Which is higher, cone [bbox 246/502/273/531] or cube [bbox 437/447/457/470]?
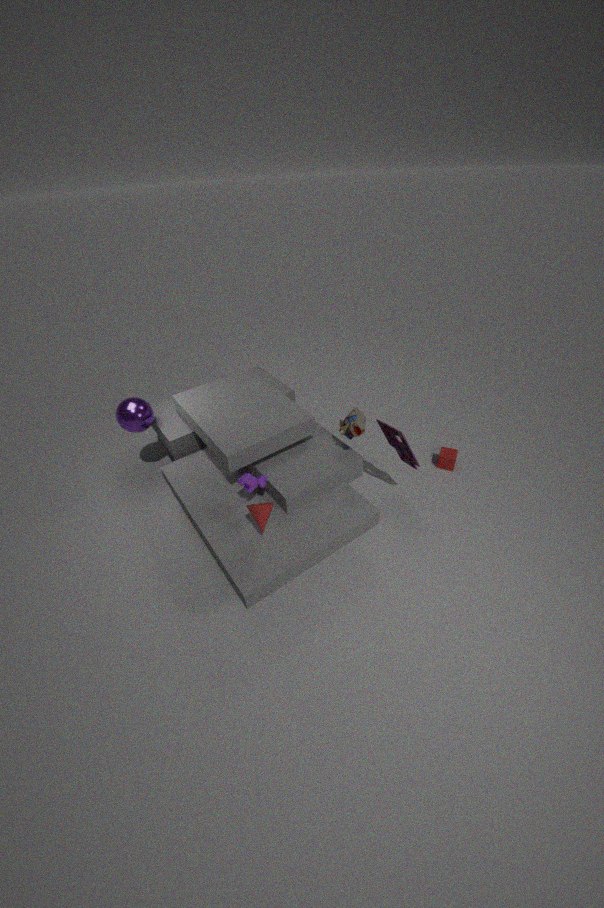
cone [bbox 246/502/273/531]
